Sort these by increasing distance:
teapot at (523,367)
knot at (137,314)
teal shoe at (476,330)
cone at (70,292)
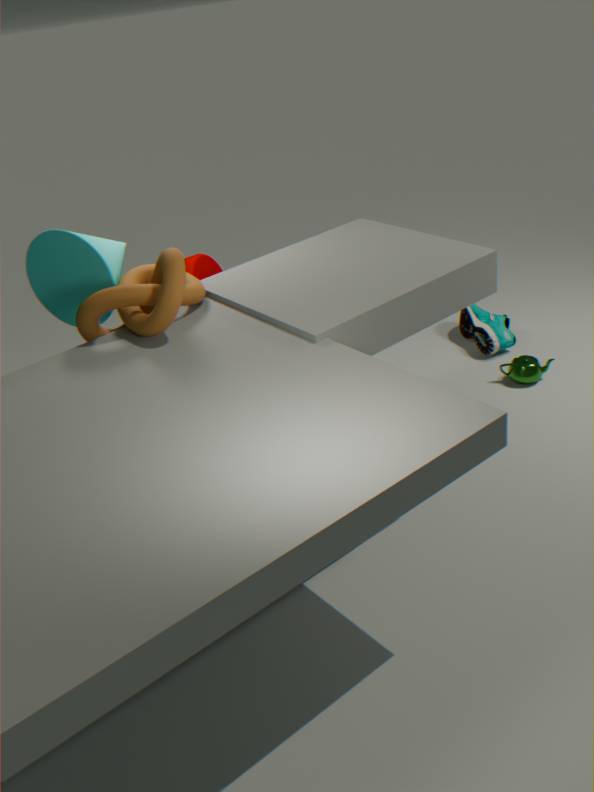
knot at (137,314) < cone at (70,292) < teapot at (523,367) < teal shoe at (476,330)
